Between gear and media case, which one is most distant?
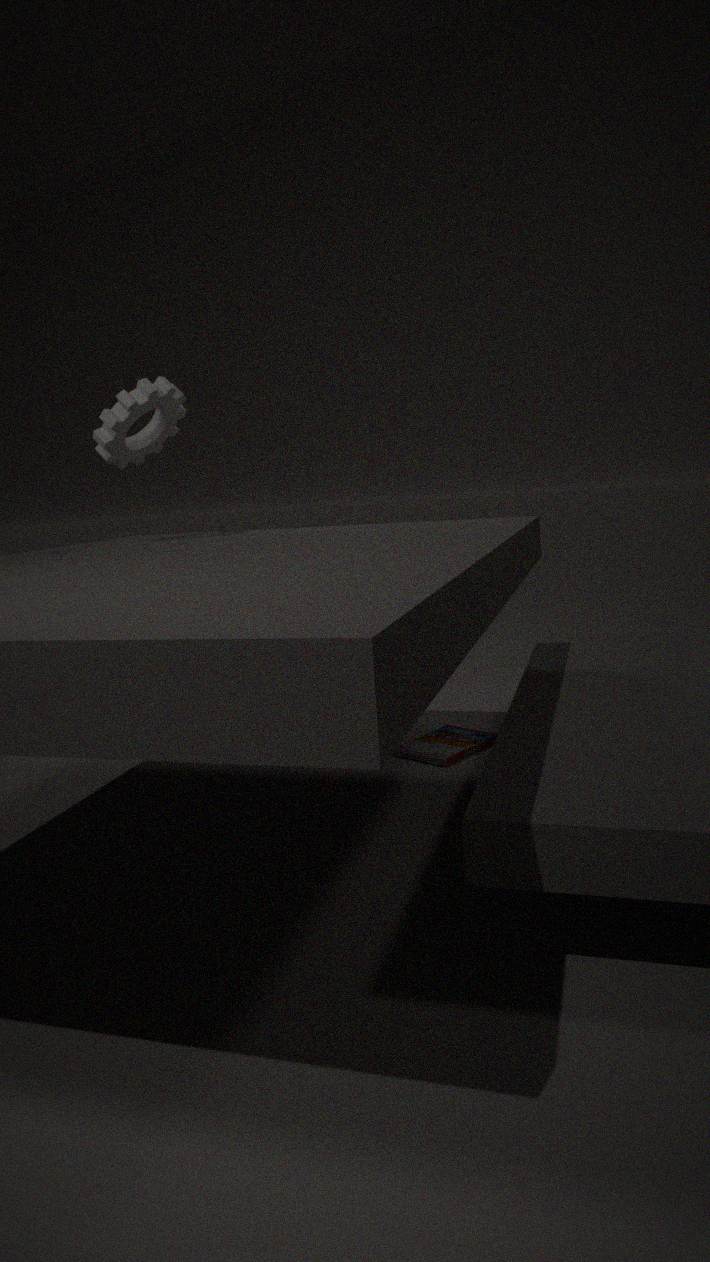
media case
